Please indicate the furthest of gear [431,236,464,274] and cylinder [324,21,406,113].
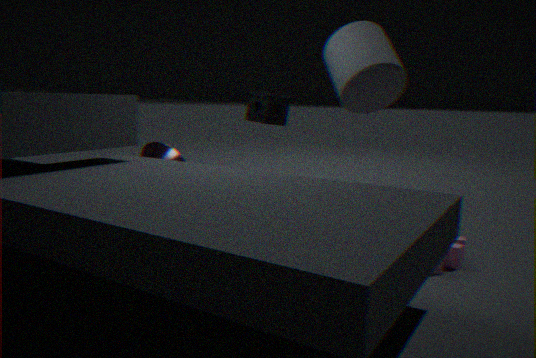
cylinder [324,21,406,113]
